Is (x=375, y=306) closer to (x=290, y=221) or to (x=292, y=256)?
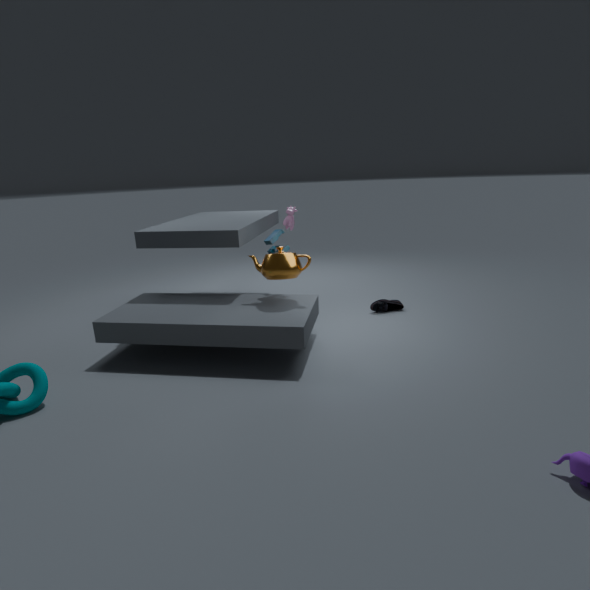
(x=292, y=256)
